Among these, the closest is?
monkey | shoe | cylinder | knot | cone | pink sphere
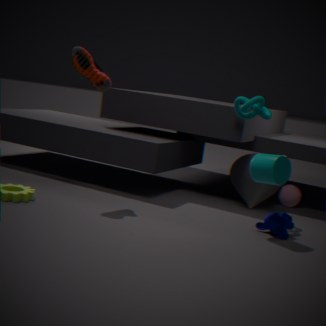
cylinder
